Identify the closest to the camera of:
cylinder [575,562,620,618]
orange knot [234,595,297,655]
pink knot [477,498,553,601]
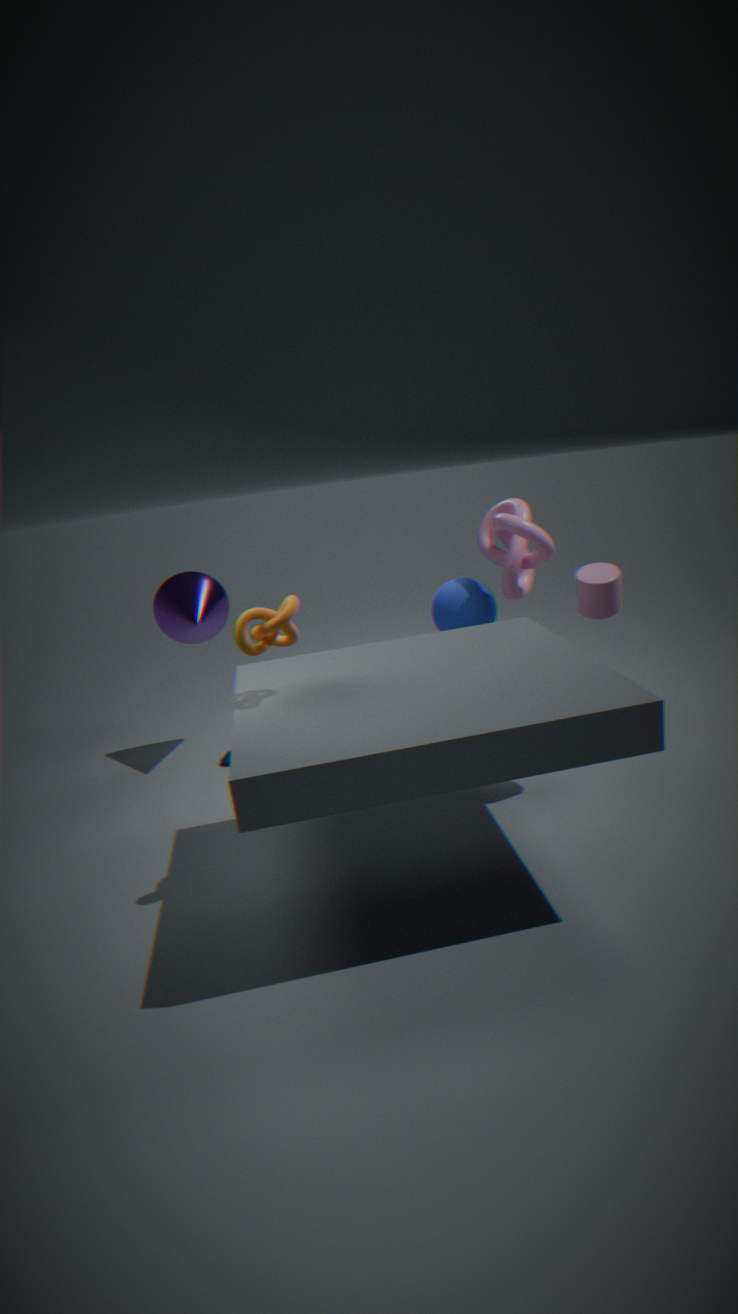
orange knot [234,595,297,655]
